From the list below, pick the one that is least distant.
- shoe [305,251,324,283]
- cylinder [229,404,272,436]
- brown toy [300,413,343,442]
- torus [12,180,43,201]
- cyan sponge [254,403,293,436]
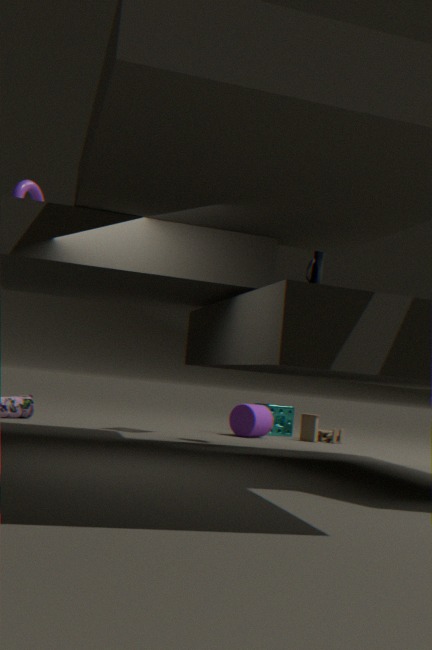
shoe [305,251,324,283]
